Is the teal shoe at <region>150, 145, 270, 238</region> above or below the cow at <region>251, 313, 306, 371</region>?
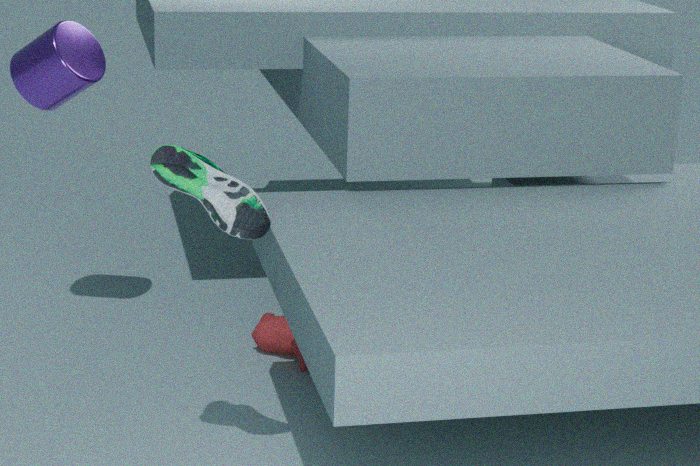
above
